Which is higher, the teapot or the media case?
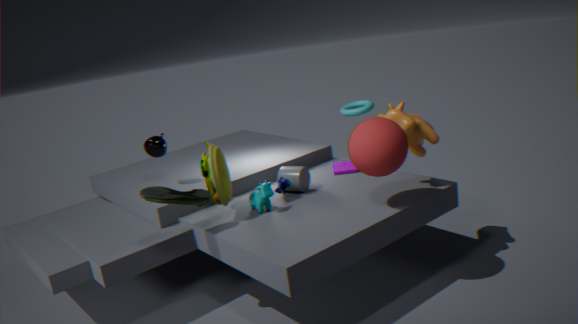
the teapot
